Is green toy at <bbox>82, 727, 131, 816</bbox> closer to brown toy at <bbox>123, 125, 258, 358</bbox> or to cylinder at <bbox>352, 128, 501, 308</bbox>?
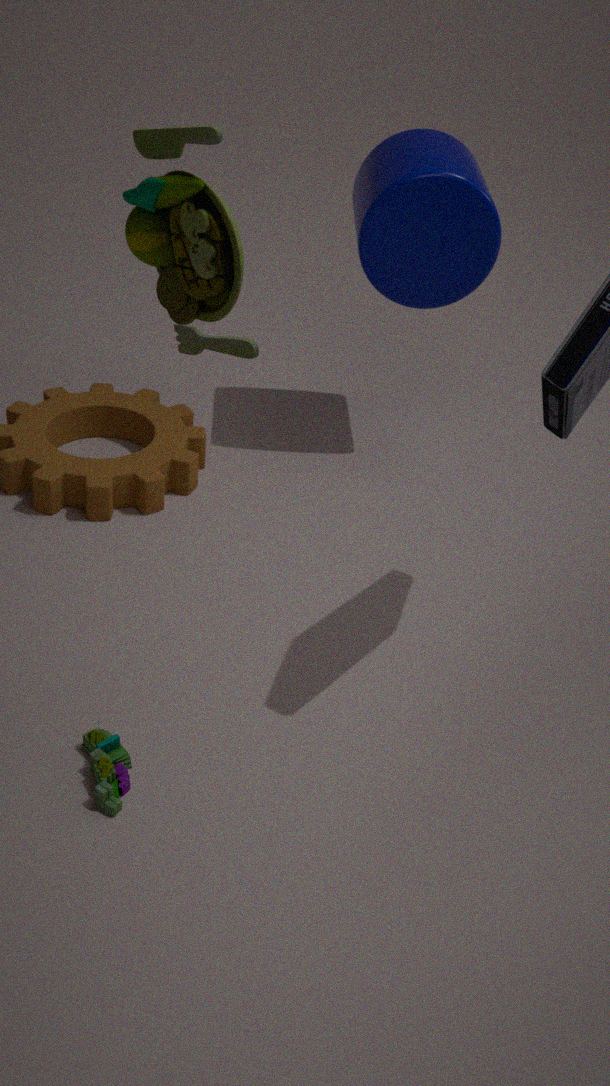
brown toy at <bbox>123, 125, 258, 358</bbox>
